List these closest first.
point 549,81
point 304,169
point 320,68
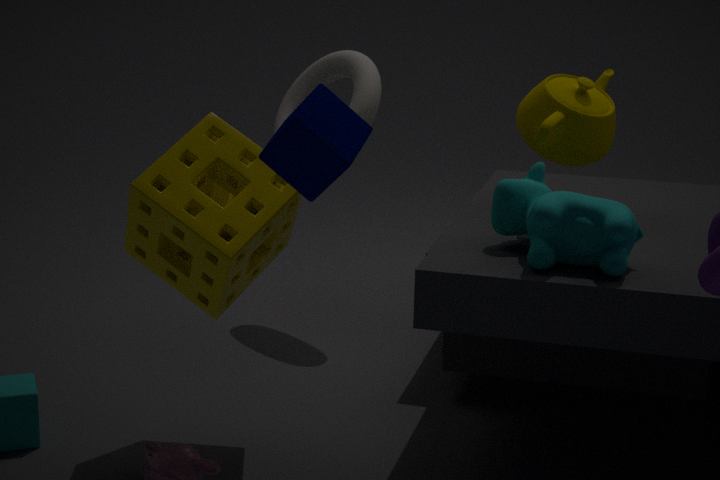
point 304,169 → point 549,81 → point 320,68
